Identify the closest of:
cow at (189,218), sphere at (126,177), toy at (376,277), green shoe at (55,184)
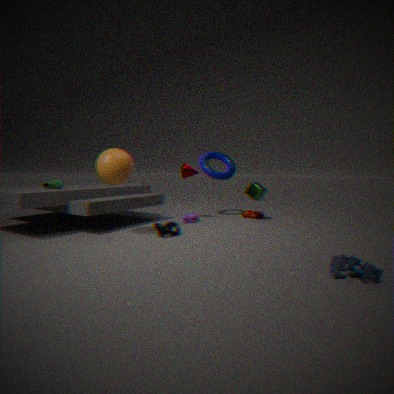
toy at (376,277)
